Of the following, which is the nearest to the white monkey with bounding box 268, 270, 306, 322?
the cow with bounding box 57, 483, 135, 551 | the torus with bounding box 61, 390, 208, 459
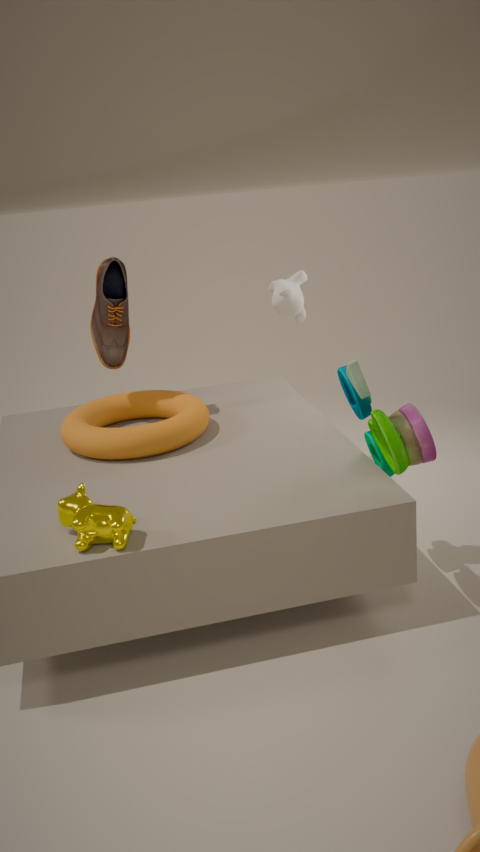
the torus with bounding box 61, 390, 208, 459
